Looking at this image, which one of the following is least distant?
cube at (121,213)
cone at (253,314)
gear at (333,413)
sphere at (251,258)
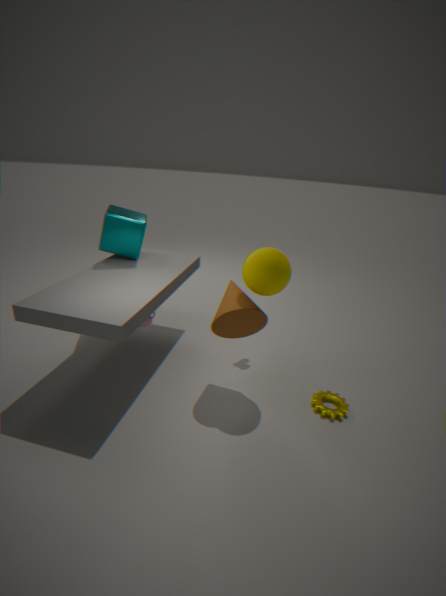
sphere at (251,258)
